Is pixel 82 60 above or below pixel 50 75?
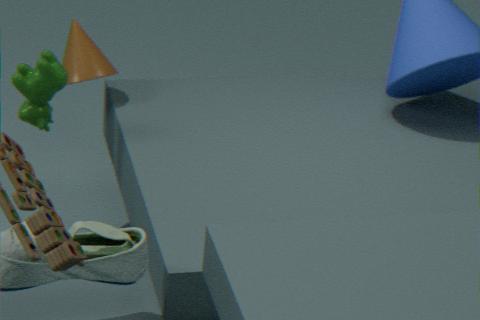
below
